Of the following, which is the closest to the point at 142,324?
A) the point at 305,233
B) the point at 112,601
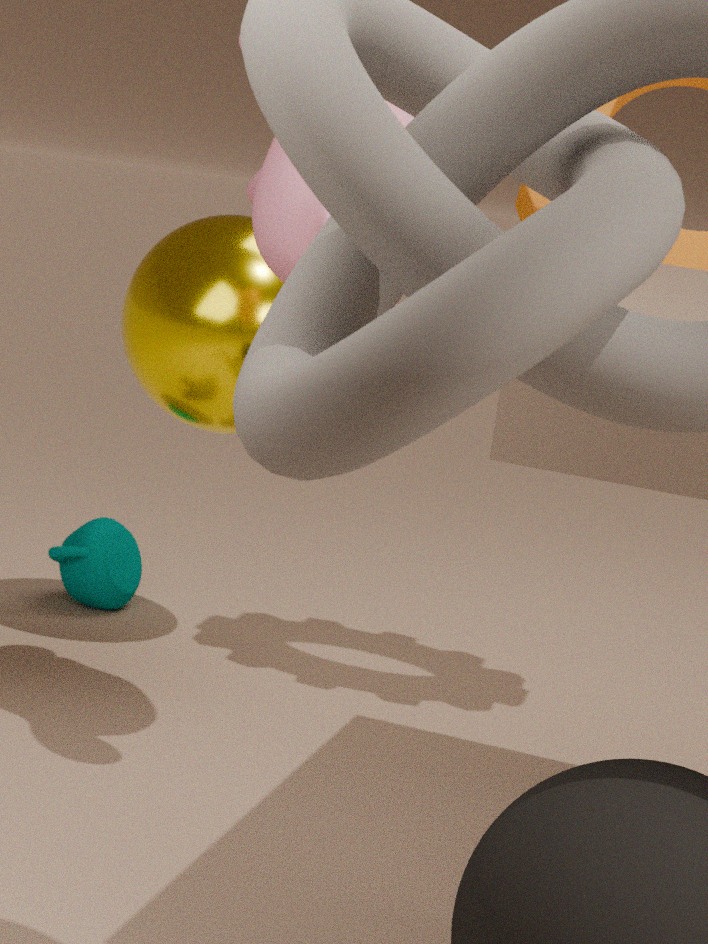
the point at 112,601
